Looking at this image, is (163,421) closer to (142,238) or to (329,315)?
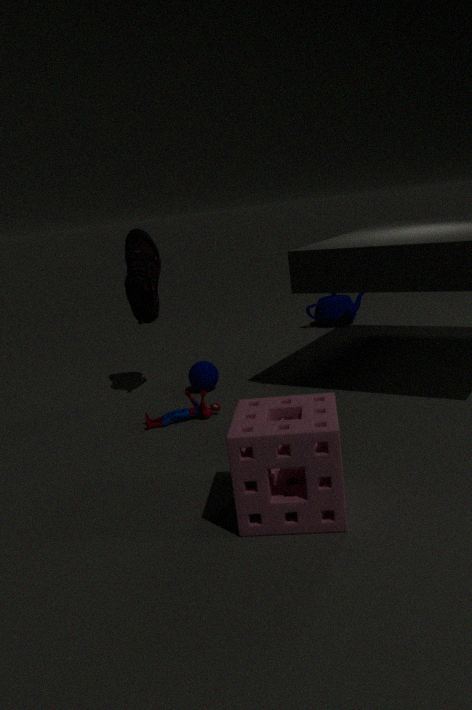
(142,238)
